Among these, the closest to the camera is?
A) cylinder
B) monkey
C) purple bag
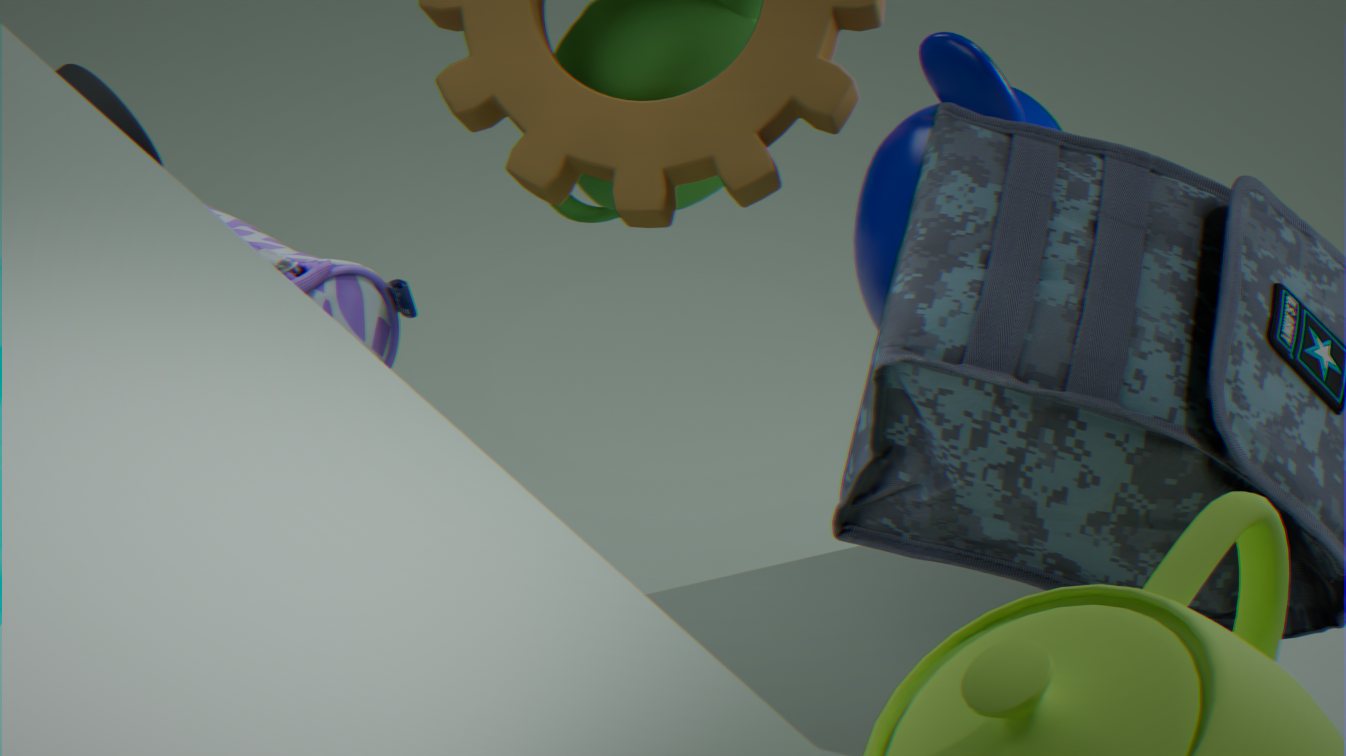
monkey
